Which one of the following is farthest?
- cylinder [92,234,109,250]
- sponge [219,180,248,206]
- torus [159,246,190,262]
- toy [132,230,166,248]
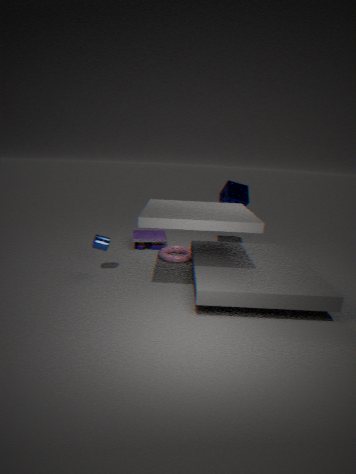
toy [132,230,166,248]
